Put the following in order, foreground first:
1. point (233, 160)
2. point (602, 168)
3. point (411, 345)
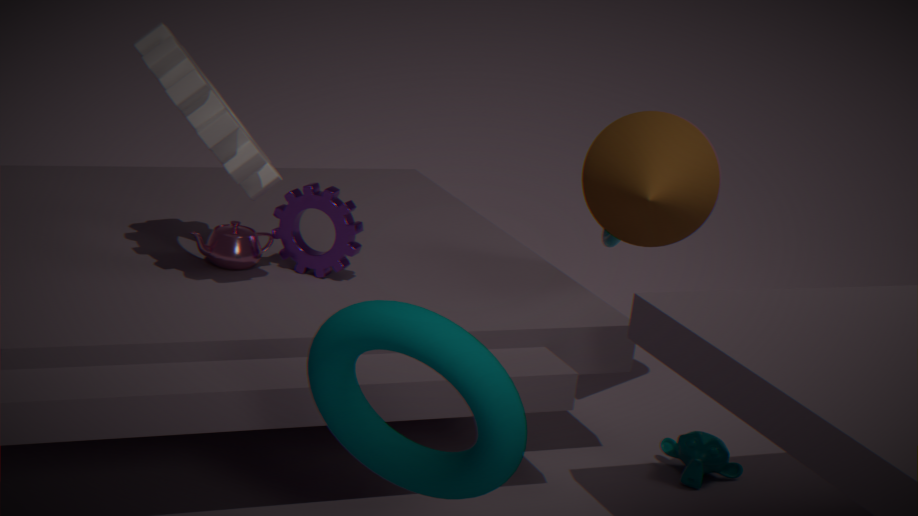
point (411, 345) → point (233, 160) → point (602, 168)
